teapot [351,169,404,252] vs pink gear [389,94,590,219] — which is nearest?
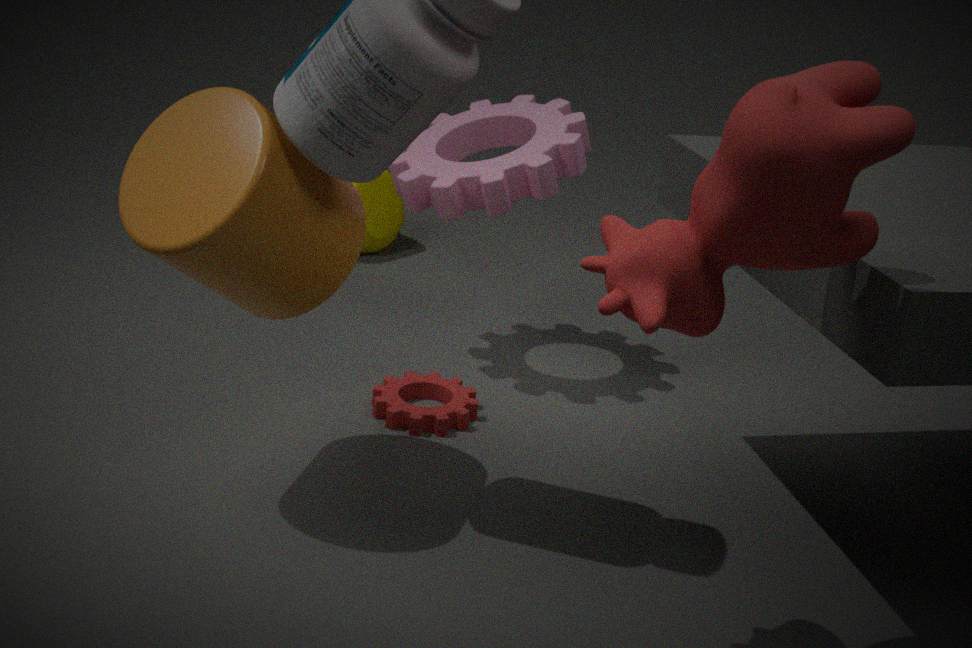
pink gear [389,94,590,219]
